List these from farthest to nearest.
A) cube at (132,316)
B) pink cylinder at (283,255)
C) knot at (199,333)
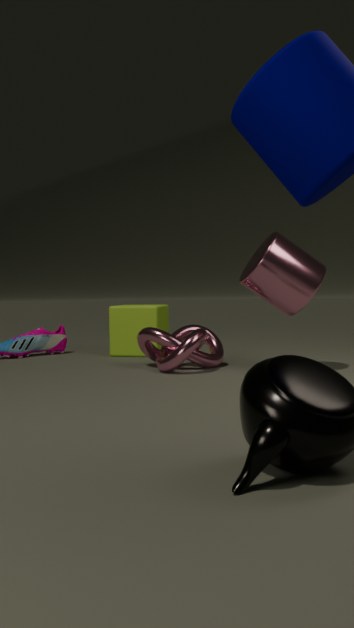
A. cube at (132,316)
C. knot at (199,333)
B. pink cylinder at (283,255)
